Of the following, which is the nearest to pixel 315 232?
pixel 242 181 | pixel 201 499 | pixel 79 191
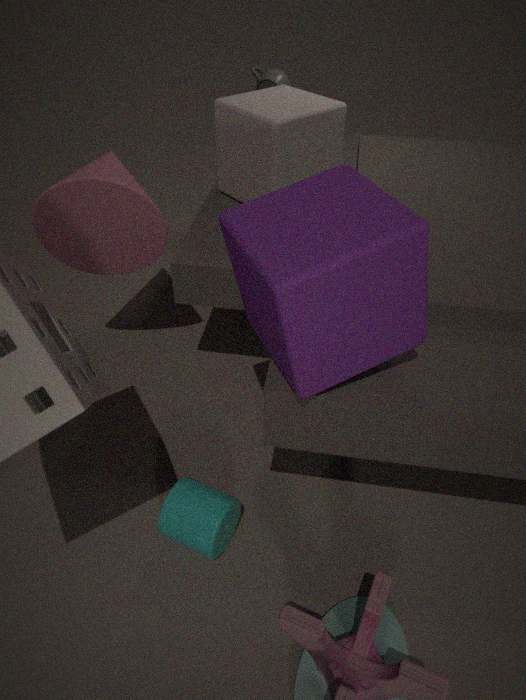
pixel 201 499
